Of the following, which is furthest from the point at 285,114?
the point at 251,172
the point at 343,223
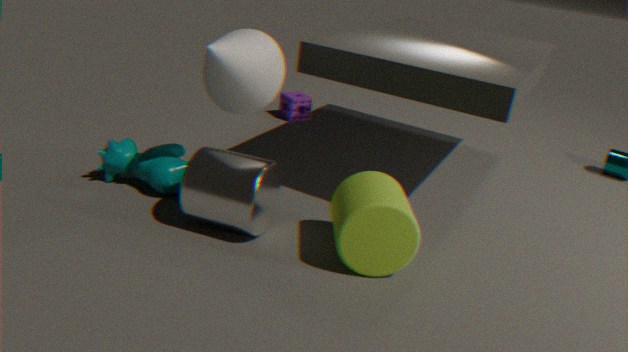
the point at 343,223
